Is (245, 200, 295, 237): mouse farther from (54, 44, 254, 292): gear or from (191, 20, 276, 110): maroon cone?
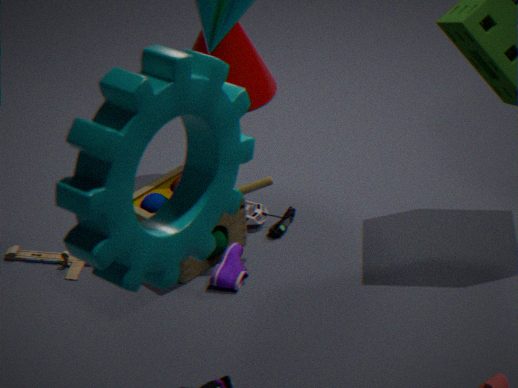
(54, 44, 254, 292): gear
